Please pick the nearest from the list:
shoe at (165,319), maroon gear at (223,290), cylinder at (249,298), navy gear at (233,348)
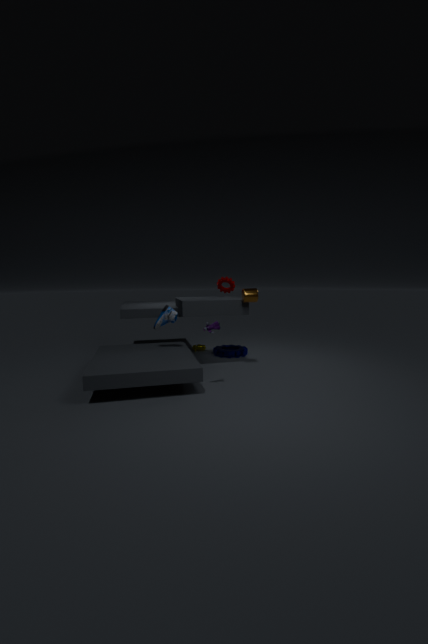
cylinder at (249,298)
